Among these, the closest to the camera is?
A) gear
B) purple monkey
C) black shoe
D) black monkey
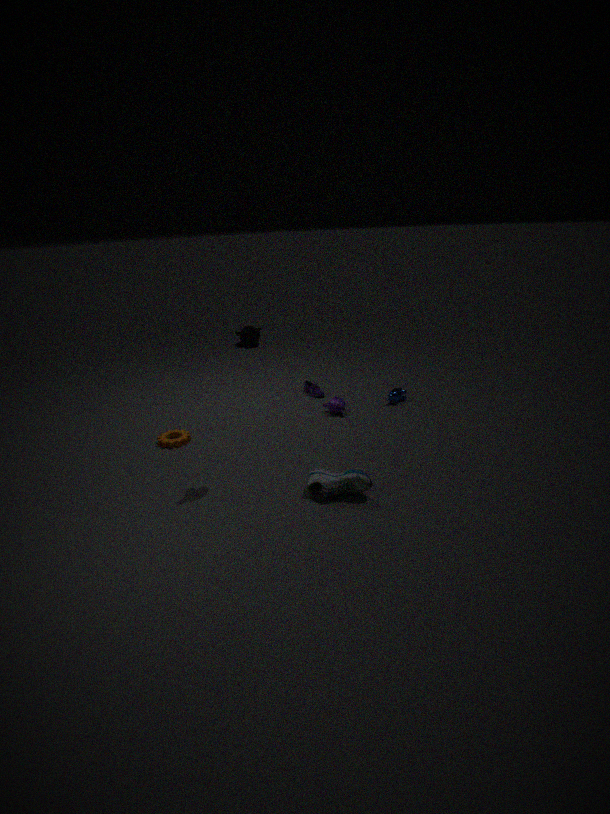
black shoe
